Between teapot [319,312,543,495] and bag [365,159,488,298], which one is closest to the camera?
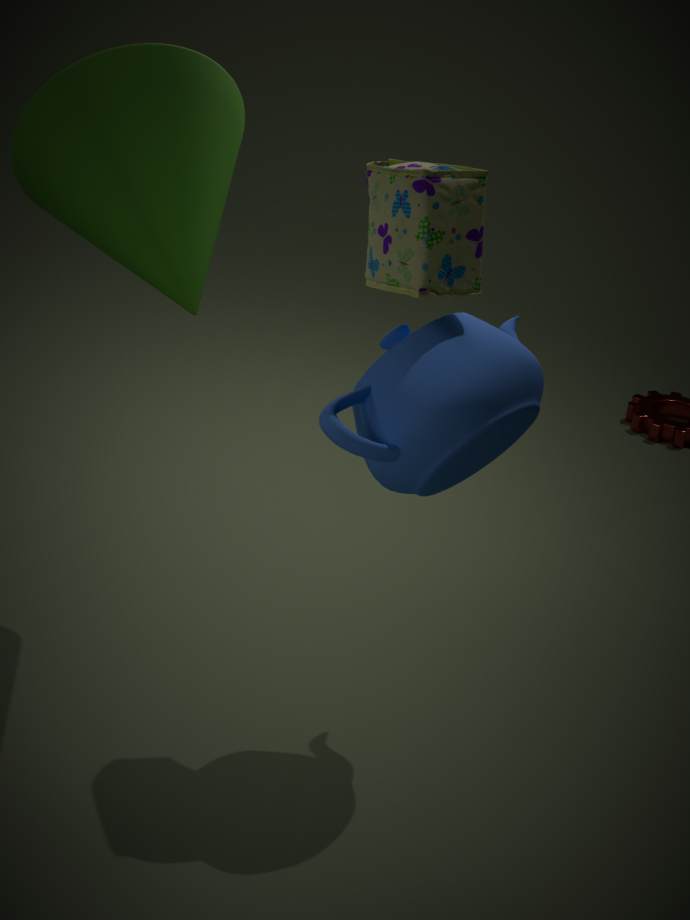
bag [365,159,488,298]
